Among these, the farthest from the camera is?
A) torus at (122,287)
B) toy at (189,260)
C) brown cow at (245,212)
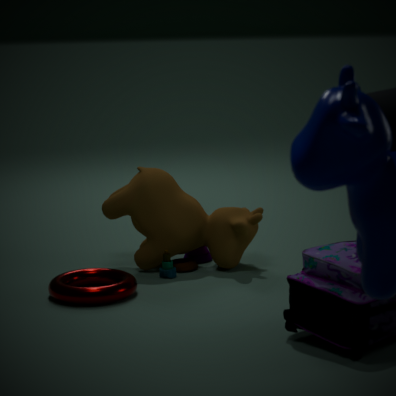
brown cow at (245,212)
